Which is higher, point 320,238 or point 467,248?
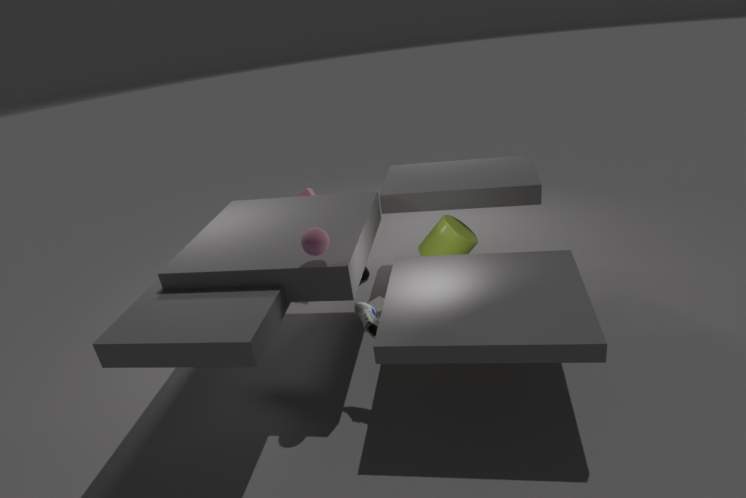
point 320,238
